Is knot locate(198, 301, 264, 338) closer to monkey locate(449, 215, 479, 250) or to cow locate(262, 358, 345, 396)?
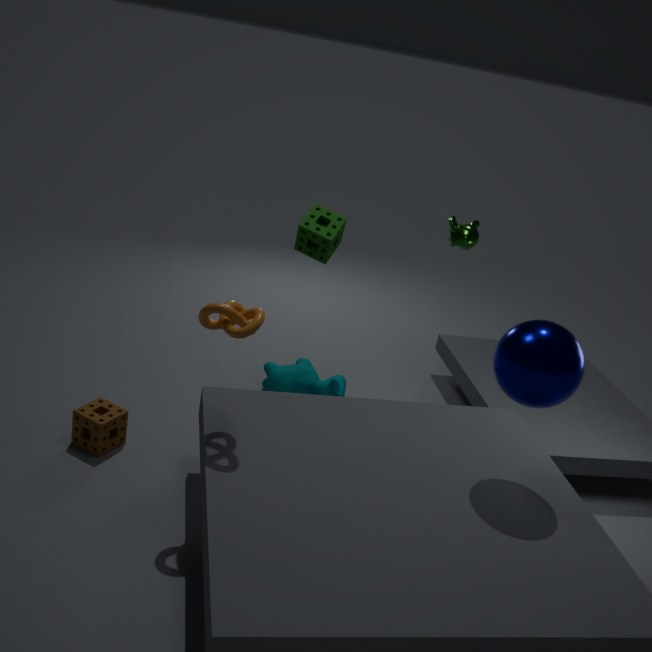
cow locate(262, 358, 345, 396)
